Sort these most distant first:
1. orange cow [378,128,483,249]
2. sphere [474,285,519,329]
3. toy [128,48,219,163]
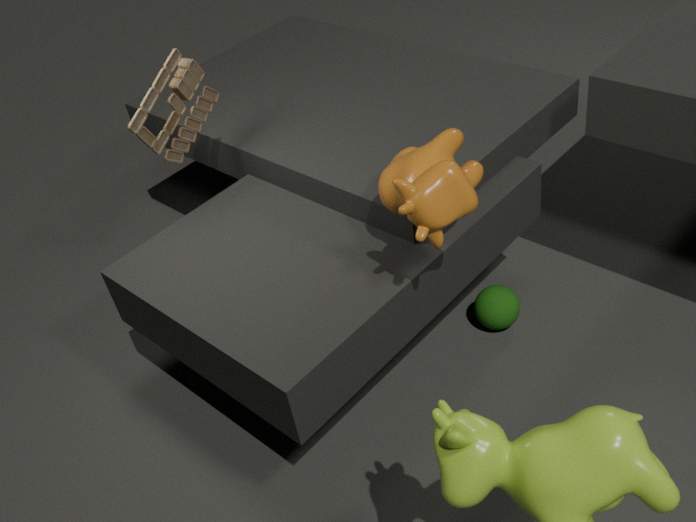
sphere [474,285,519,329] → toy [128,48,219,163] → orange cow [378,128,483,249]
